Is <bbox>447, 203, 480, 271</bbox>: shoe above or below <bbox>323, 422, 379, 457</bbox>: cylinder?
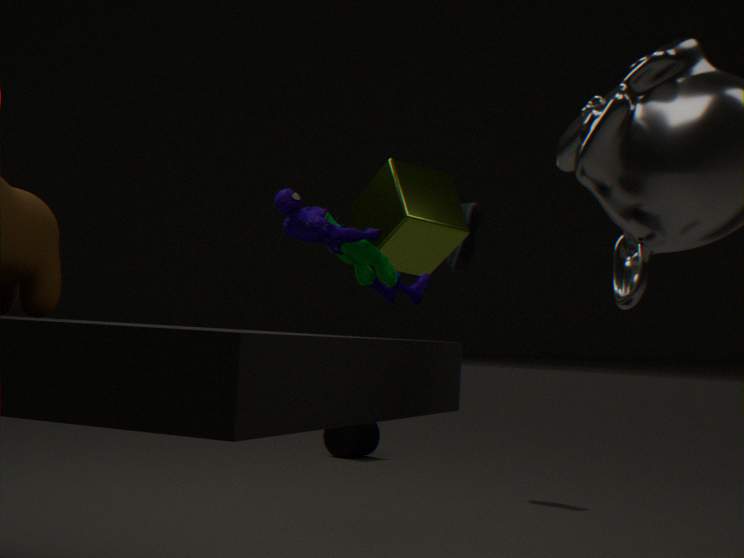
above
